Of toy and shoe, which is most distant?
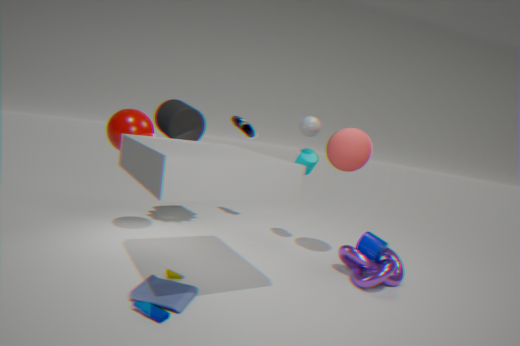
shoe
